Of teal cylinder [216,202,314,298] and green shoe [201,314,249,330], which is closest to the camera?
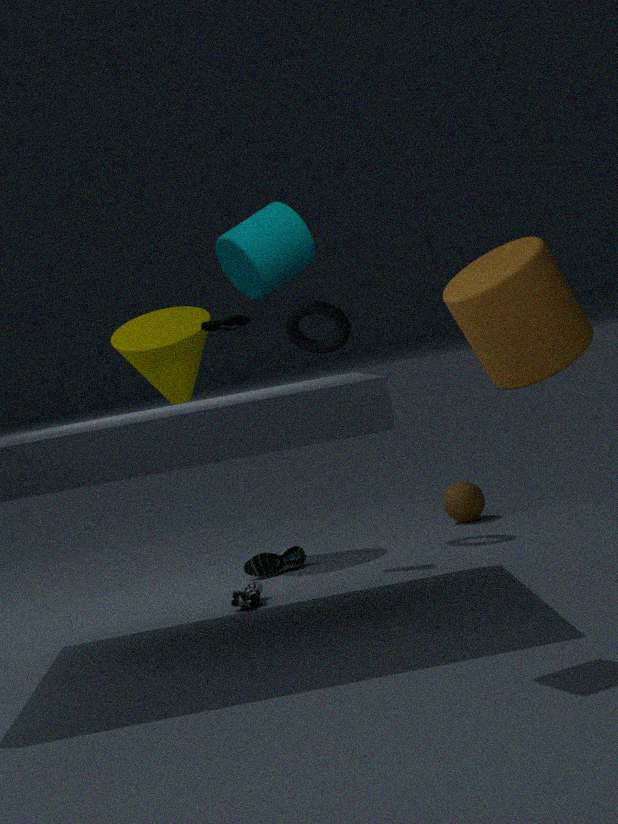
teal cylinder [216,202,314,298]
